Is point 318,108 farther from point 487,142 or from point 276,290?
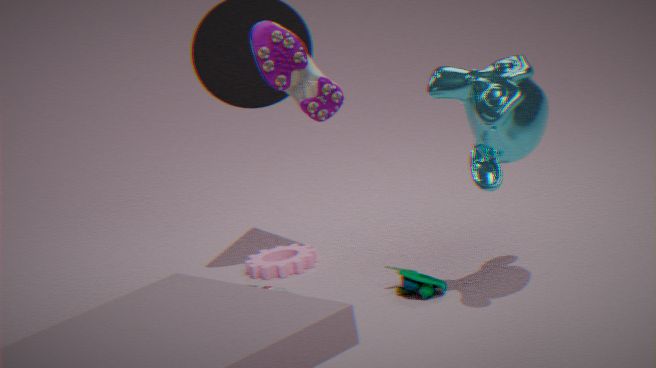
point 276,290
